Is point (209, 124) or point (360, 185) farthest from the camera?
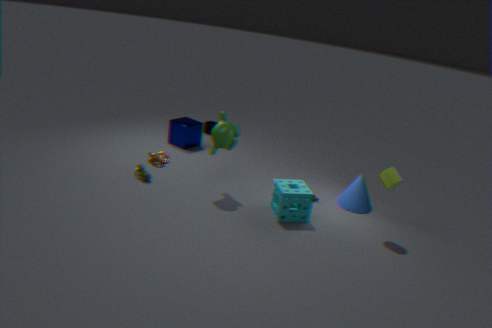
point (209, 124)
